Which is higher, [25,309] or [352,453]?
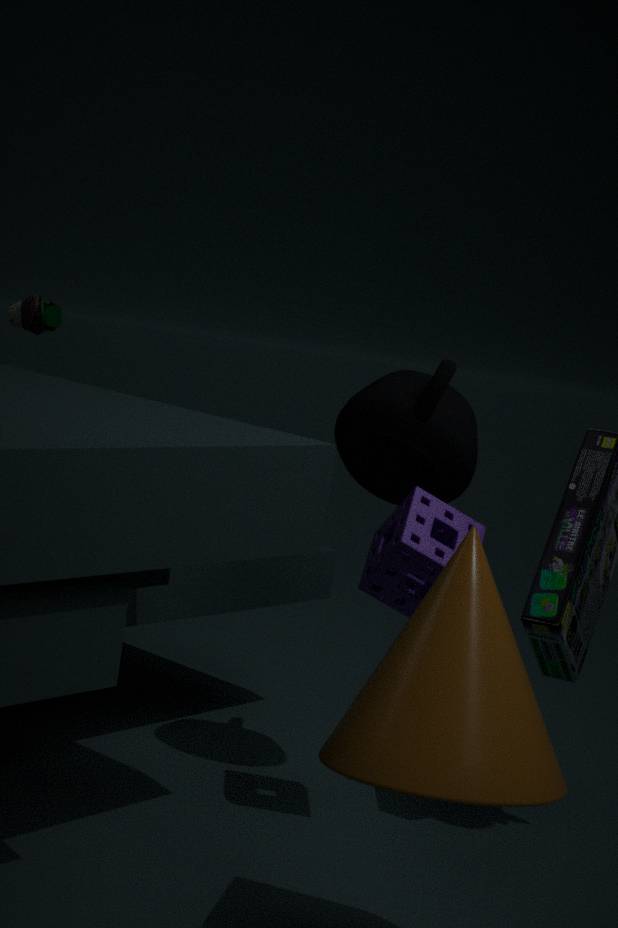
[25,309]
